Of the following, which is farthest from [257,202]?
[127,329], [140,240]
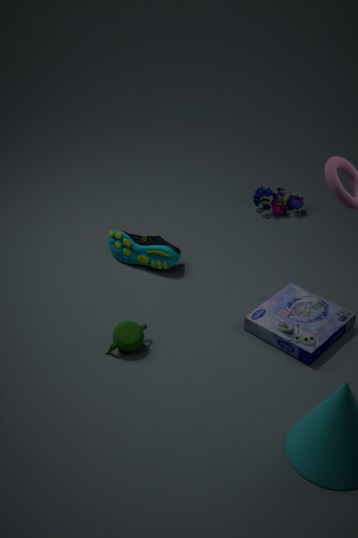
[127,329]
